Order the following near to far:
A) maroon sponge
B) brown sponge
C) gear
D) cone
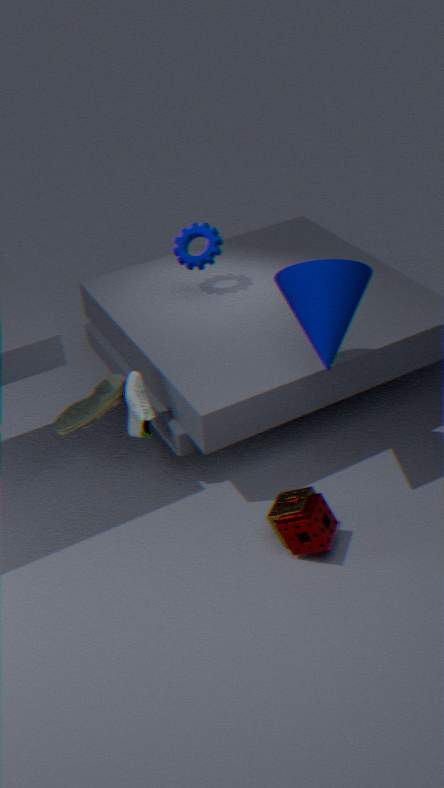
1. cone
2. maroon sponge
3. brown sponge
4. gear
